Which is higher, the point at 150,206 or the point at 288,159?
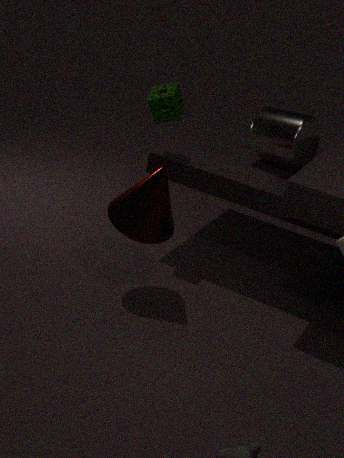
the point at 288,159
